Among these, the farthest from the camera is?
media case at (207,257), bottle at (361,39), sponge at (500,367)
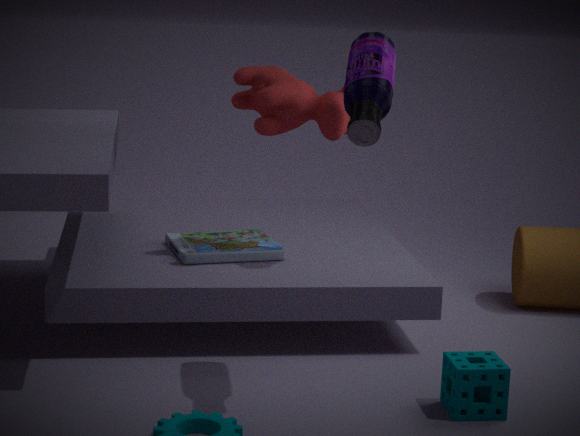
media case at (207,257)
